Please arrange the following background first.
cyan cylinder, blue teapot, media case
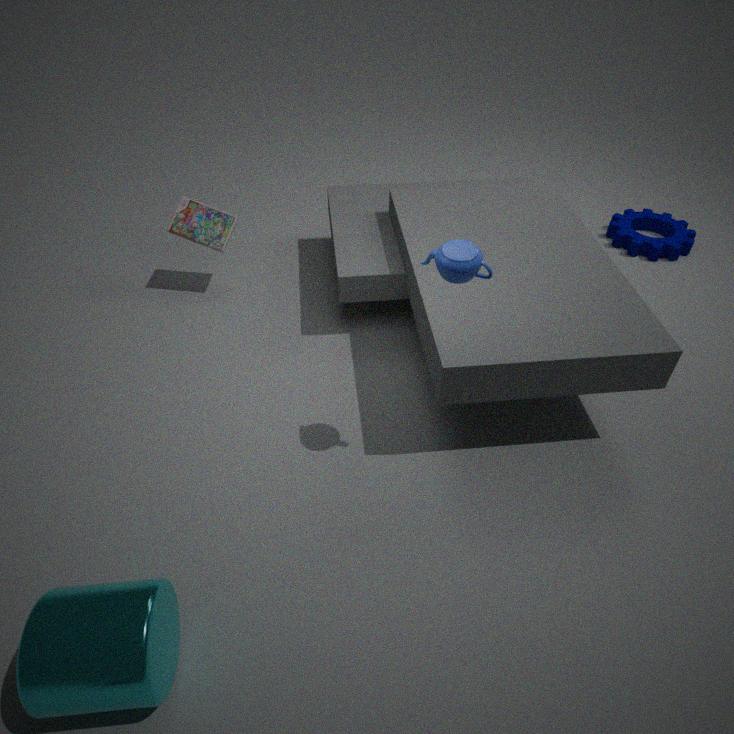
media case → blue teapot → cyan cylinder
